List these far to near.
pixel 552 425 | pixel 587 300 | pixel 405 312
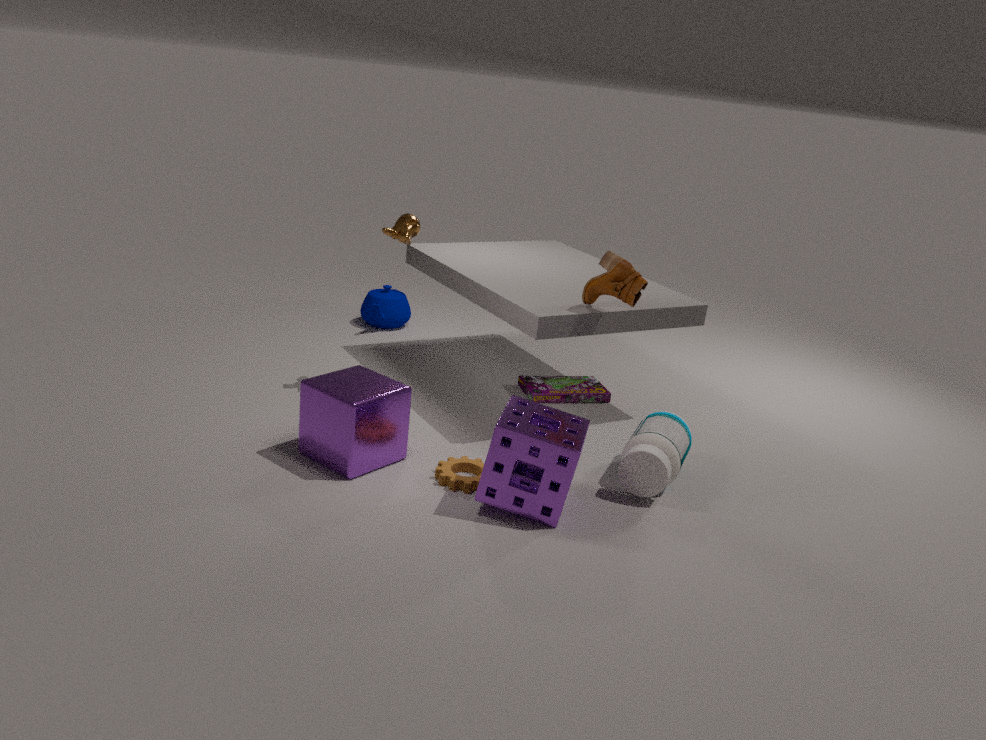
pixel 405 312 → pixel 587 300 → pixel 552 425
